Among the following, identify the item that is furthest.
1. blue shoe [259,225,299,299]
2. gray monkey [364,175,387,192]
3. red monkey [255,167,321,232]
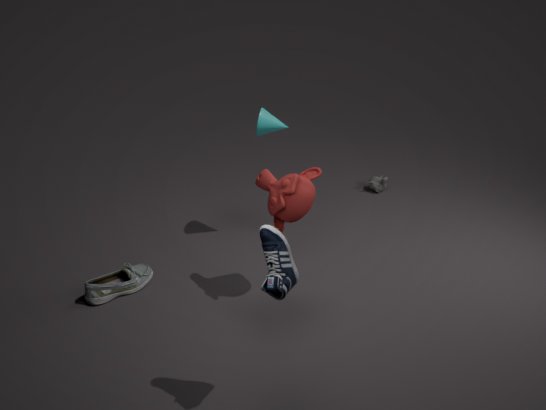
gray monkey [364,175,387,192]
